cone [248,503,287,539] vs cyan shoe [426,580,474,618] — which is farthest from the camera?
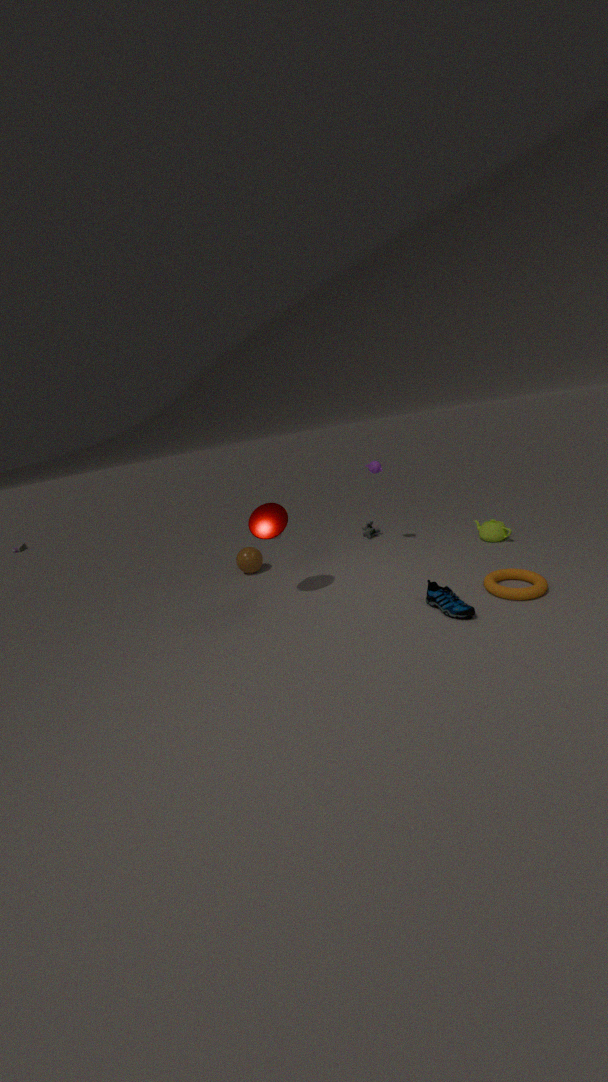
cone [248,503,287,539]
